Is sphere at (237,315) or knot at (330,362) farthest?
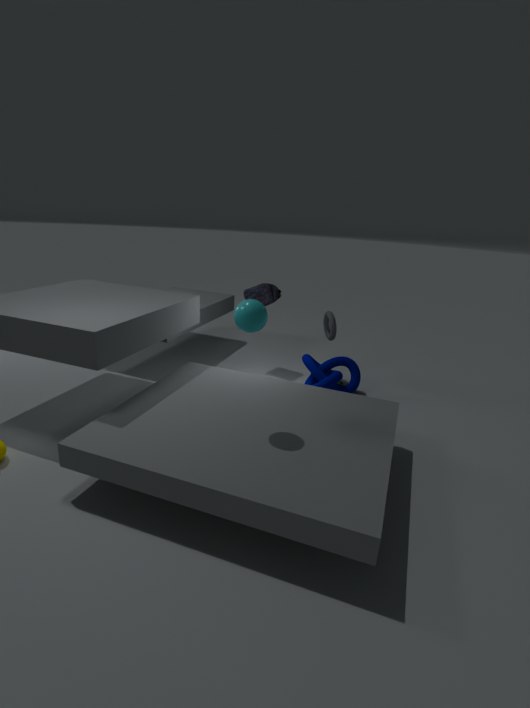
knot at (330,362)
